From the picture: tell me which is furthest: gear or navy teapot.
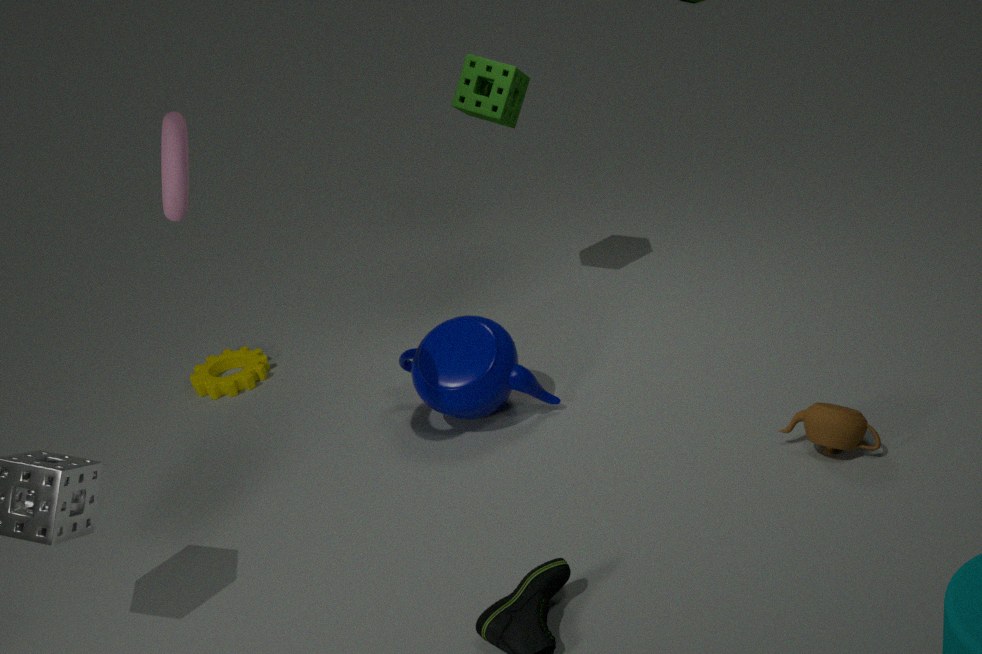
gear
